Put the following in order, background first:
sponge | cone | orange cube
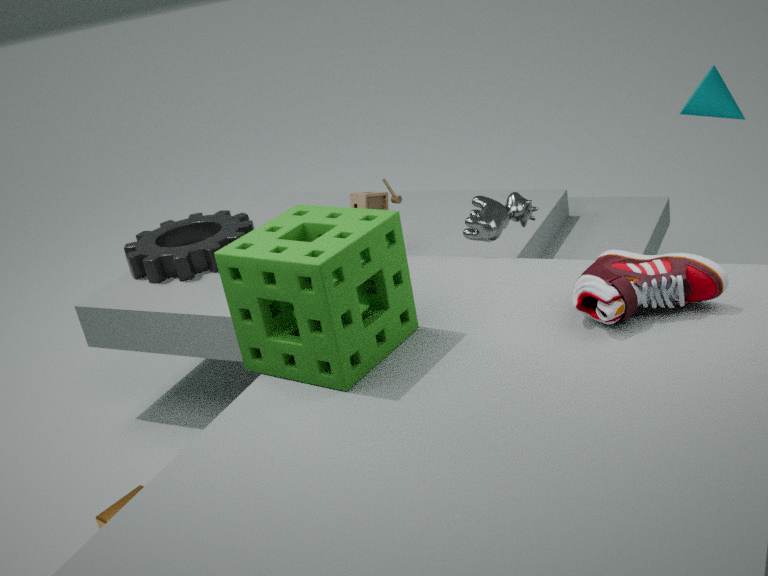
cone → orange cube → sponge
